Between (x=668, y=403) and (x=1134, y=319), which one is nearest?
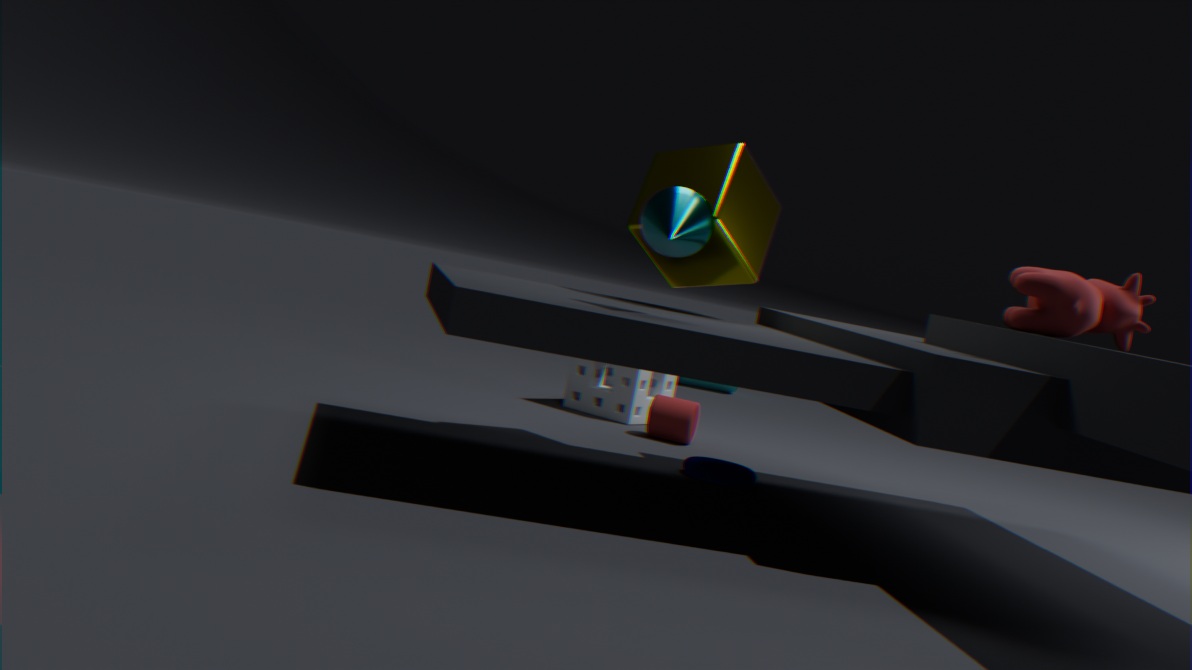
(x=1134, y=319)
